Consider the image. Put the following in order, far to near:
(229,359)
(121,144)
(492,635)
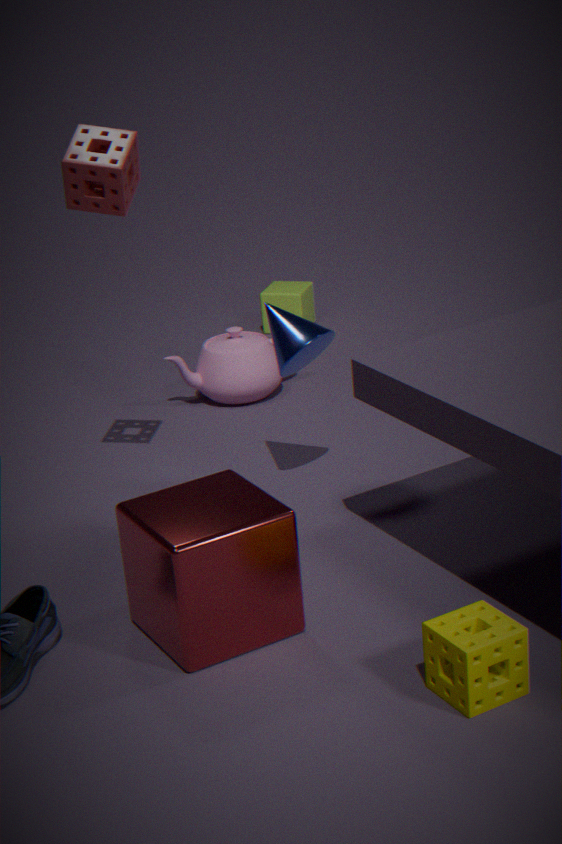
(229,359) → (121,144) → (492,635)
